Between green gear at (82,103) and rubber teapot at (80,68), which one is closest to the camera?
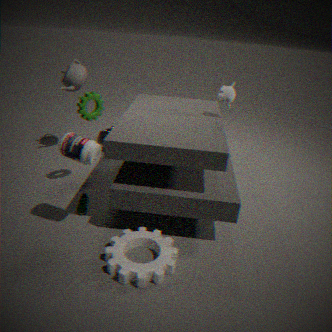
green gear at (82,103)
